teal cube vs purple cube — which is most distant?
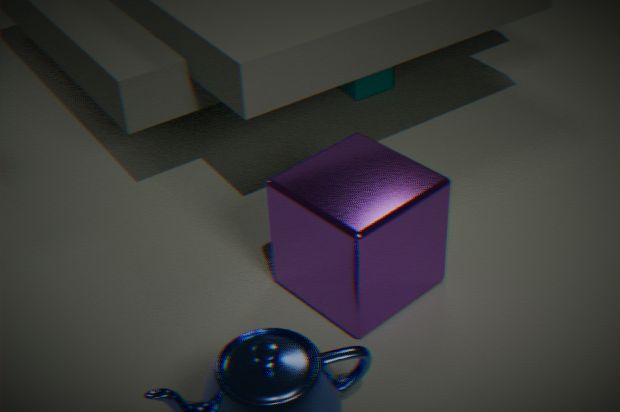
teal cube
